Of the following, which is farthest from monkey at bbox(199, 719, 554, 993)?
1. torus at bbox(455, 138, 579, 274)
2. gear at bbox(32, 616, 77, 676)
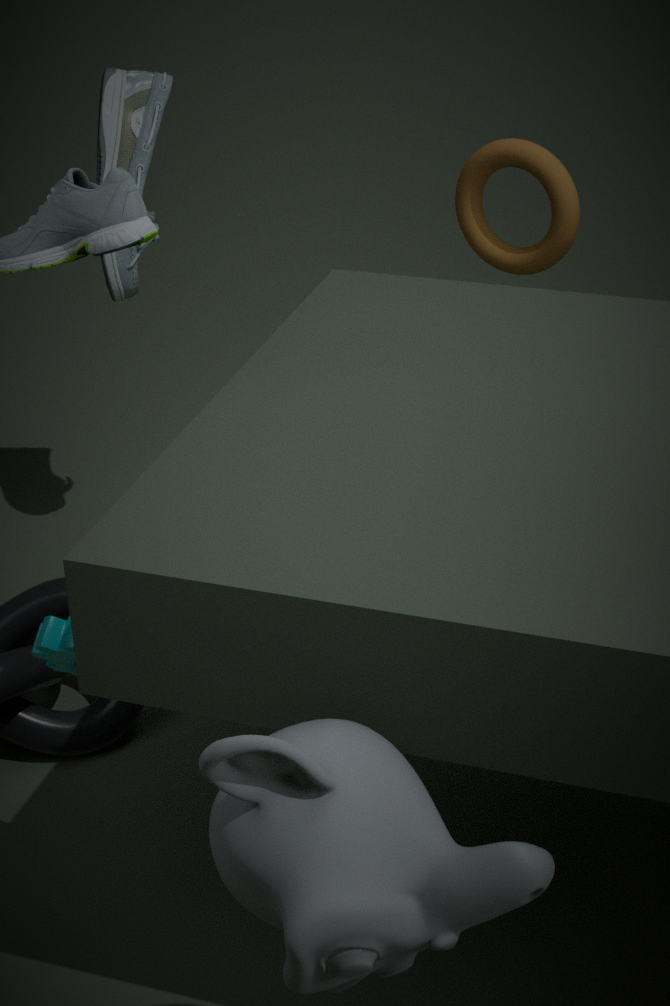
torus at bbox(455, 138, 579, 274)
